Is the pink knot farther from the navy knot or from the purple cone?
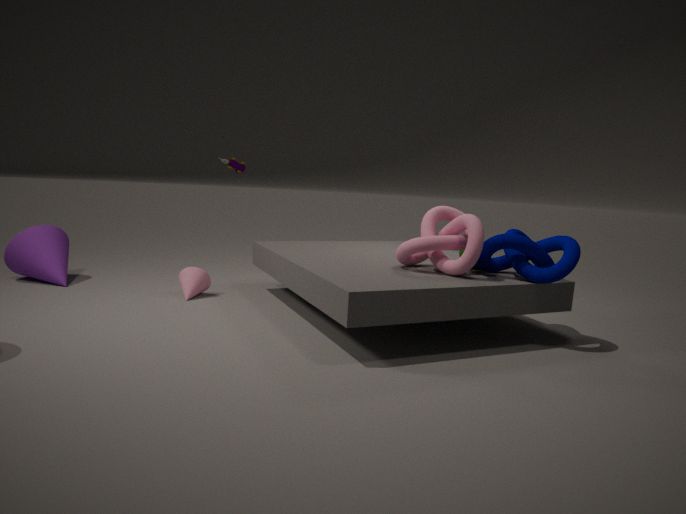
the purple cone
